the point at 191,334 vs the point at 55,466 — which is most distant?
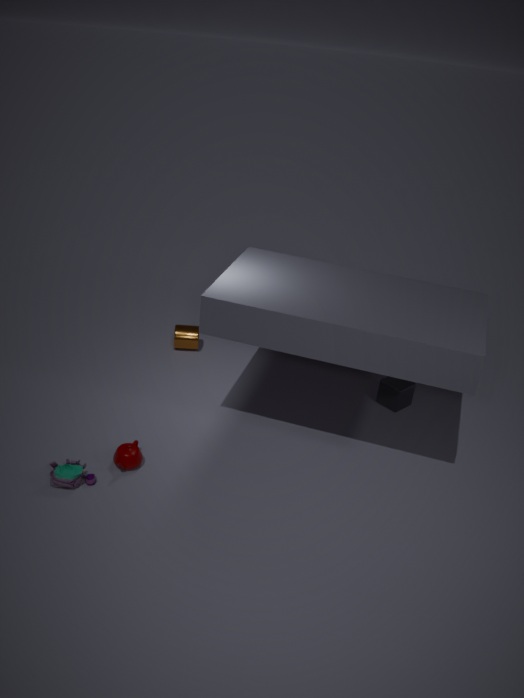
the point at 191,334
